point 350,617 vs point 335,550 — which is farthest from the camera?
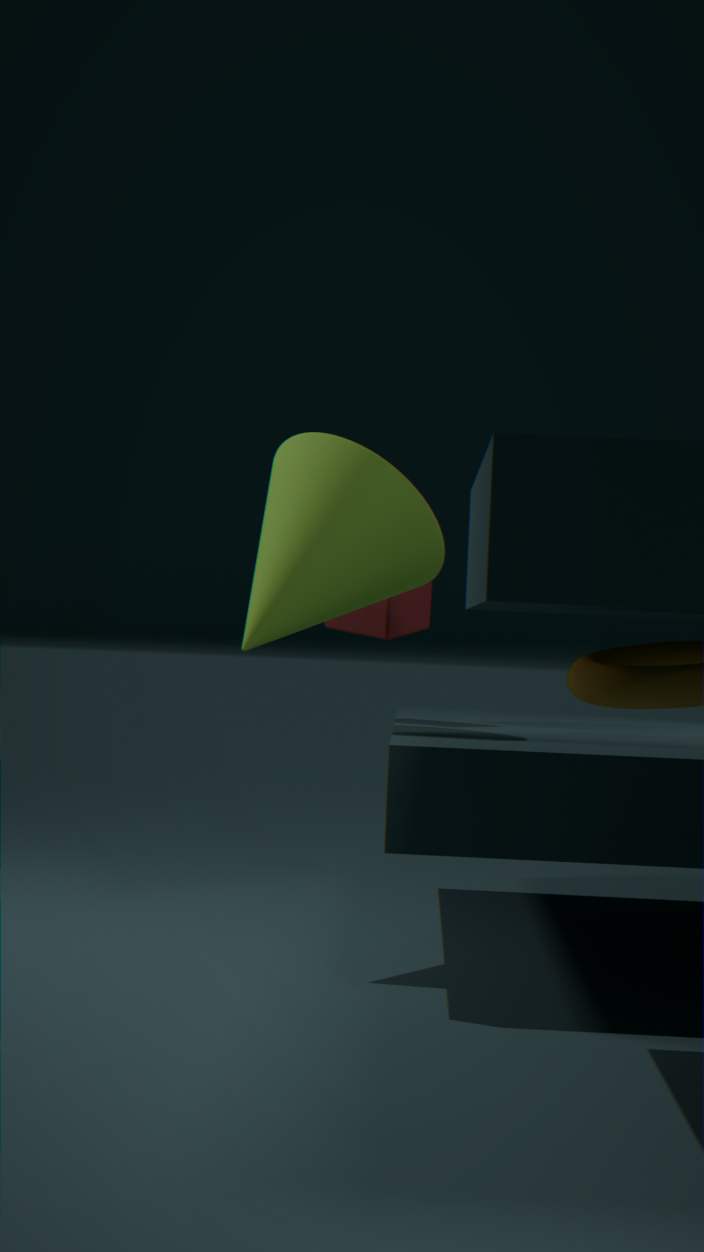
point 350,617
